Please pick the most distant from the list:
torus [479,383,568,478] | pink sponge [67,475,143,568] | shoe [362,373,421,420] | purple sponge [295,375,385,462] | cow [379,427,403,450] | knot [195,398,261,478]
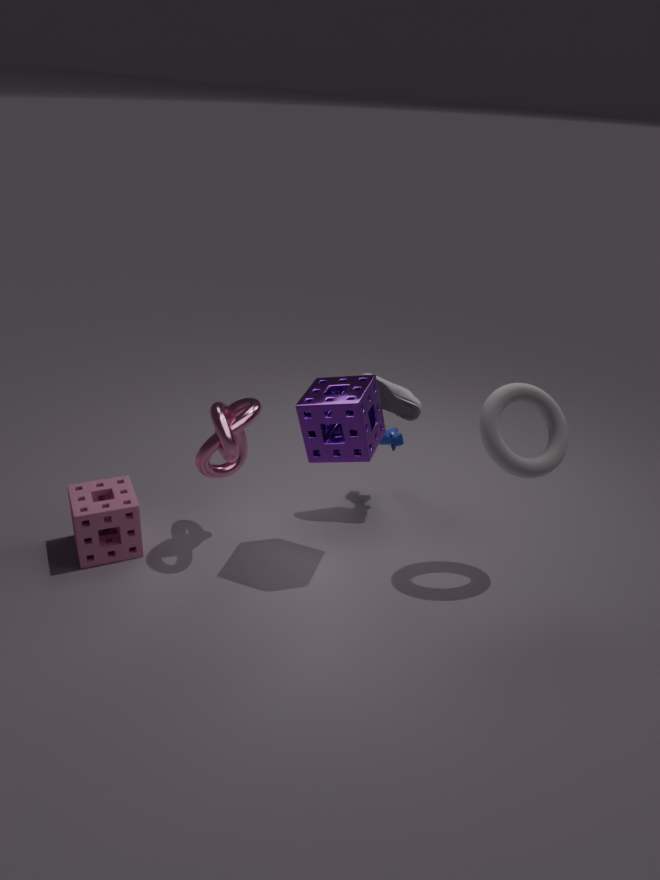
cow [379,427,403,450]
